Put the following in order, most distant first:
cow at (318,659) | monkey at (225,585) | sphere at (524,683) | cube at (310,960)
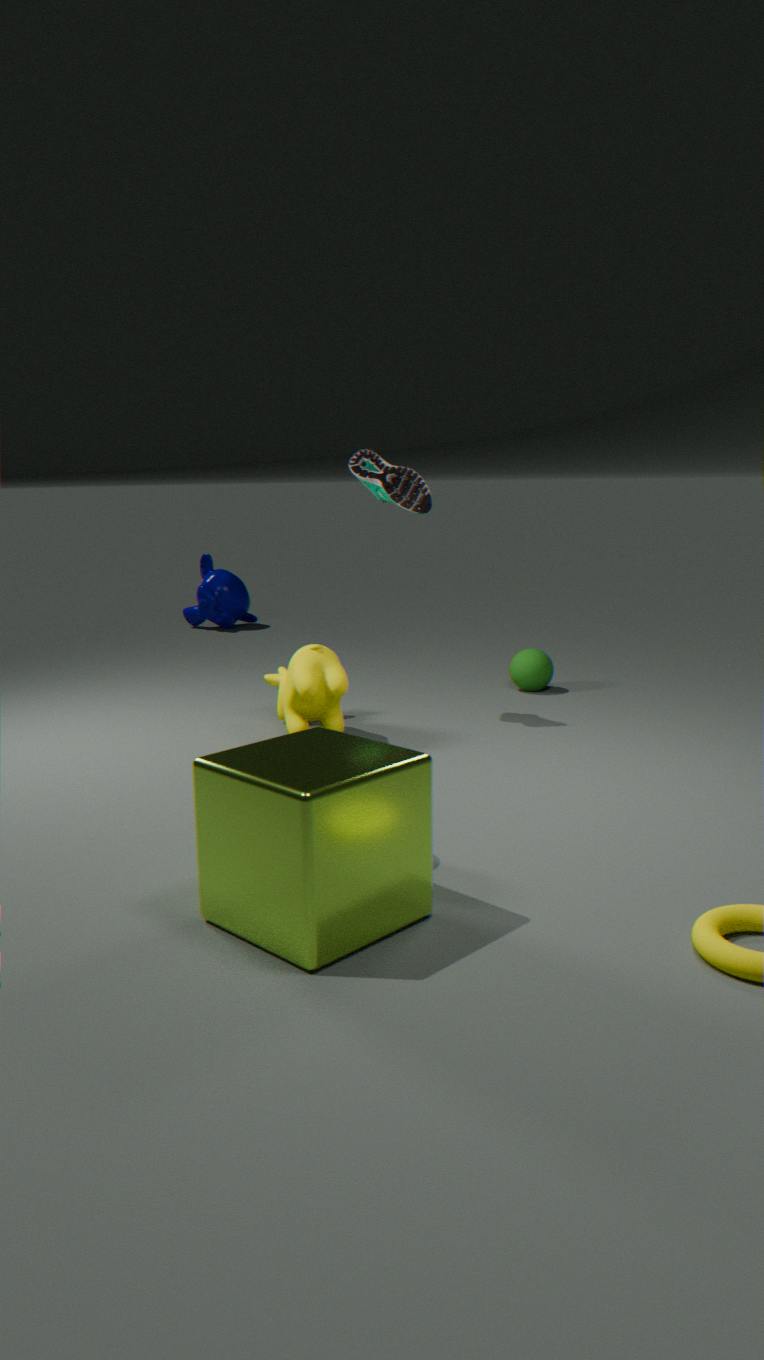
monkey at (225,585) < sphere at (524,683) < cow at (318,659) < cube at (310,960)
